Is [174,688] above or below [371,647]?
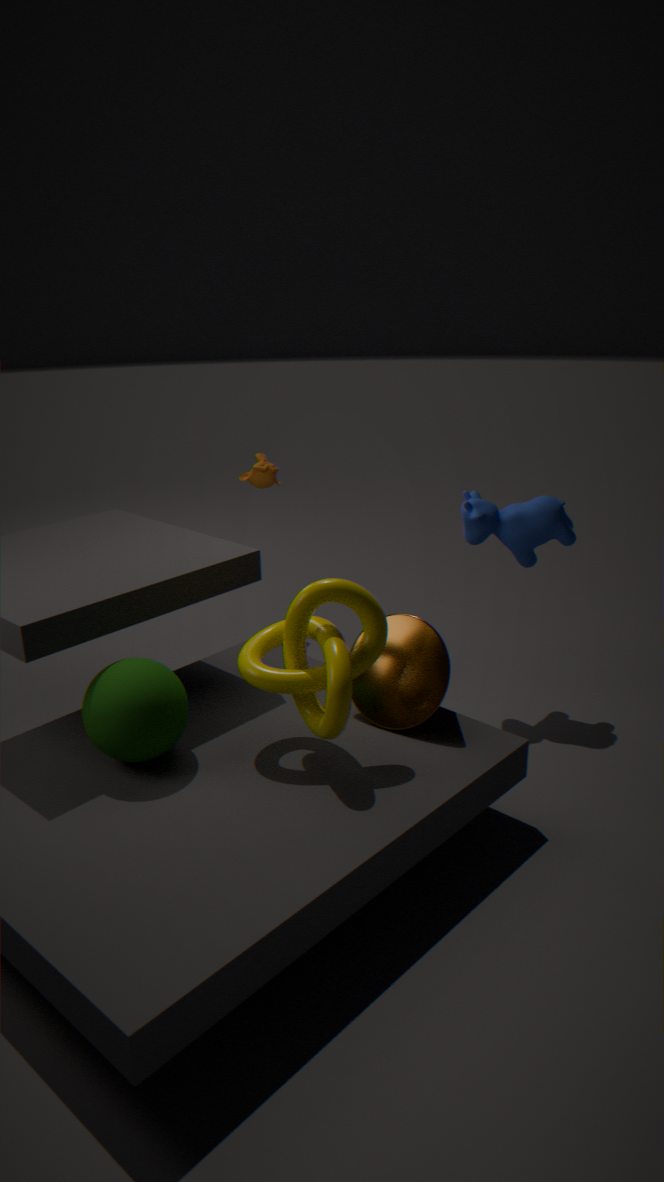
below
